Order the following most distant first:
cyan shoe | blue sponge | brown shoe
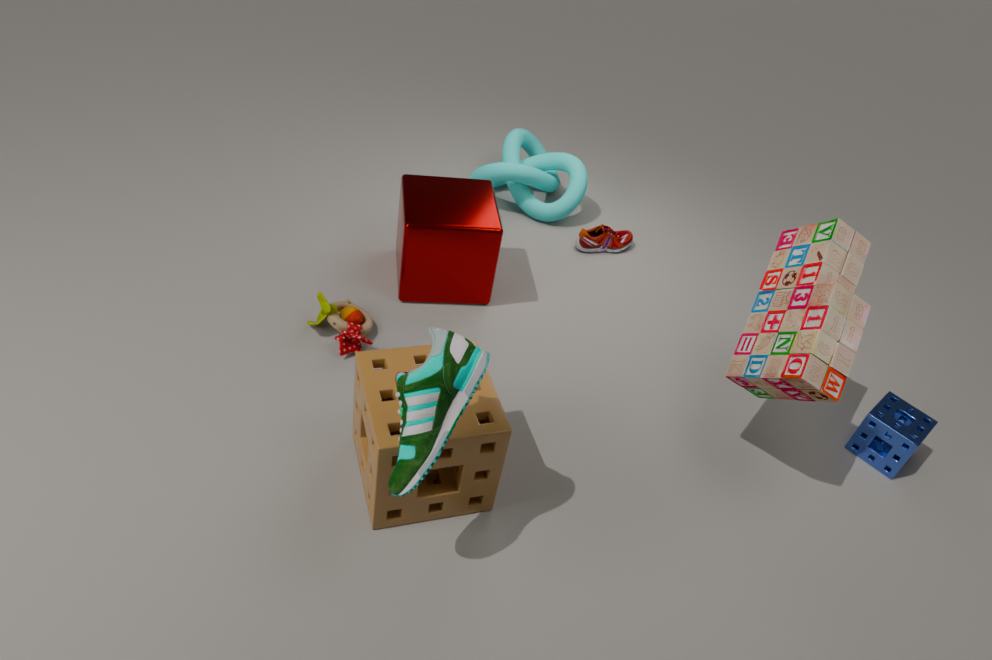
brown shoe < blue sponge < cyan shoe
